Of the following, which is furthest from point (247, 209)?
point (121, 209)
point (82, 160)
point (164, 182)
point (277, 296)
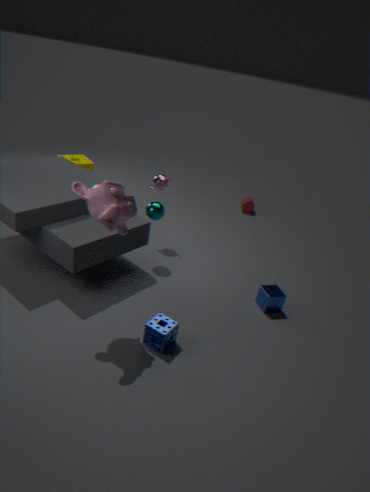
point (121, 209)
